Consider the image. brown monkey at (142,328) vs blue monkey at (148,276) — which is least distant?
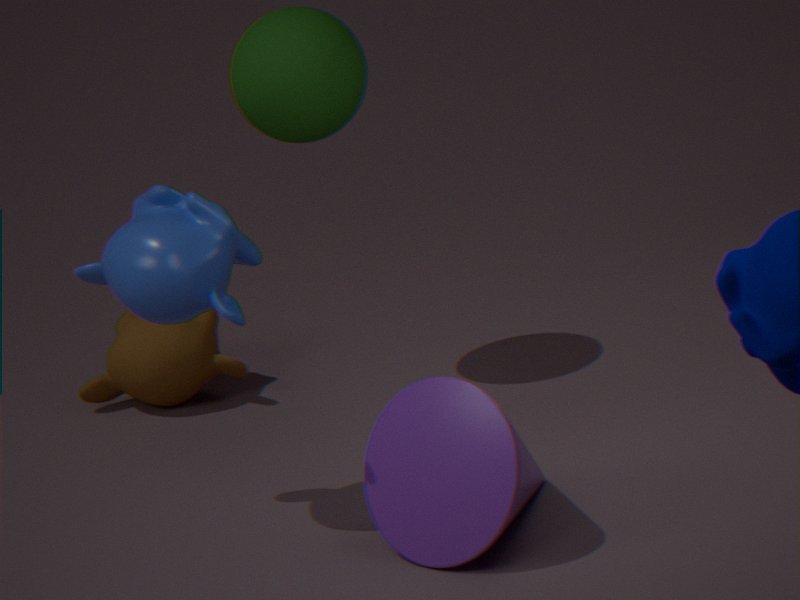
blue monkey at (148,276)
